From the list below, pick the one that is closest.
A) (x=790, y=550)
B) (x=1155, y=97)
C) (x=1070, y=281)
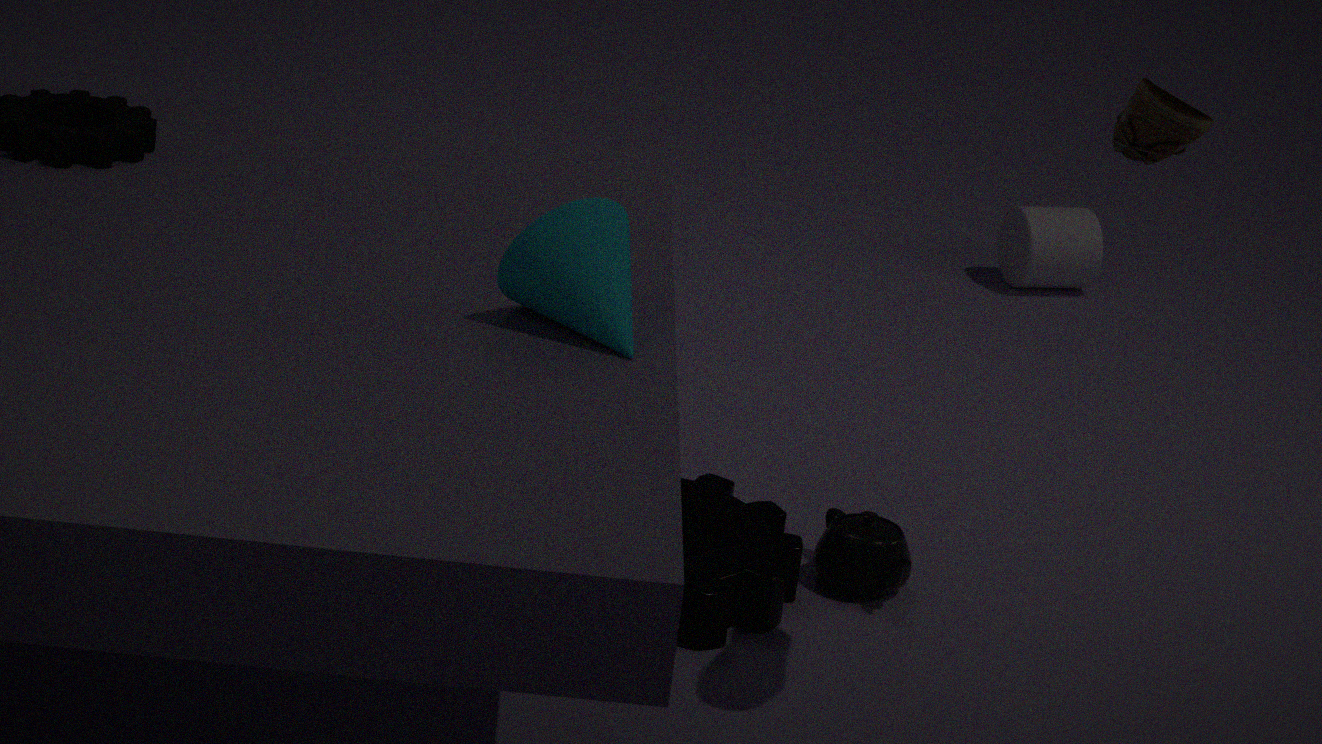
(x=1155, y=97)
